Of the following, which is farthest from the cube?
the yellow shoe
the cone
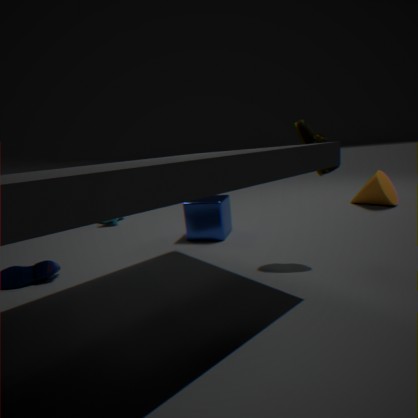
the cone
